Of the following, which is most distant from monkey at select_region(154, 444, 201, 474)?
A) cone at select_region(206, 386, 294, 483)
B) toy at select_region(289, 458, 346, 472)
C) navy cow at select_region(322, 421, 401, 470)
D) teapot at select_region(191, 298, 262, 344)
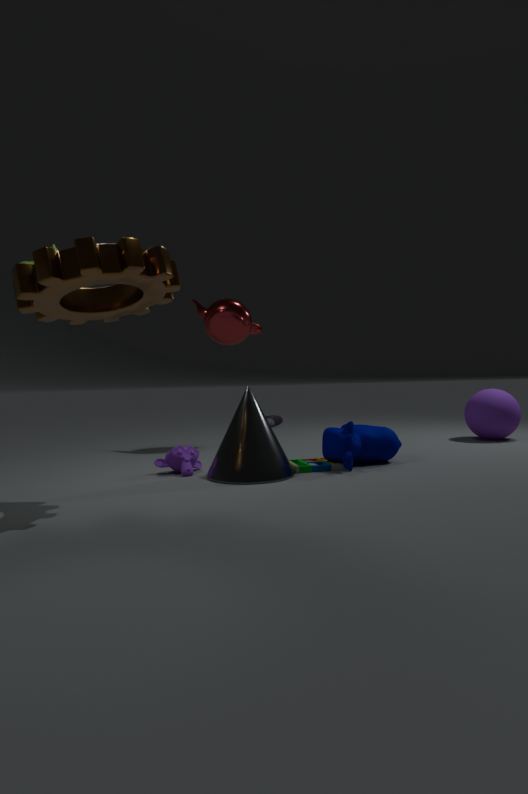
teapot at select_region(191, 298, 262, 344)
